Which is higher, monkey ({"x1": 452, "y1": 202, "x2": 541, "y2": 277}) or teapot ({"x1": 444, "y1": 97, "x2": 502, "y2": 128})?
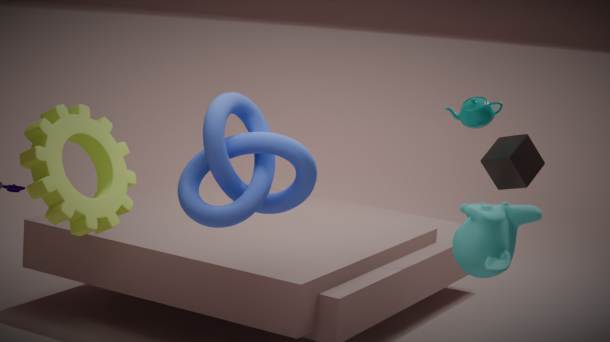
teapot ({"x1": 444, "y1": 97, "x2": 502, "y2": 128})
